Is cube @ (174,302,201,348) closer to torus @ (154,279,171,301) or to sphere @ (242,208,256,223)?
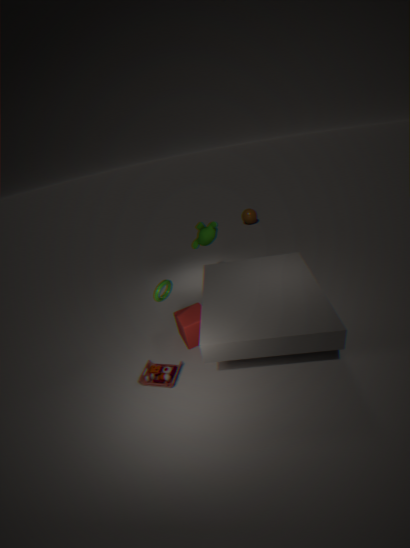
torus @ (154,279,171,301)
